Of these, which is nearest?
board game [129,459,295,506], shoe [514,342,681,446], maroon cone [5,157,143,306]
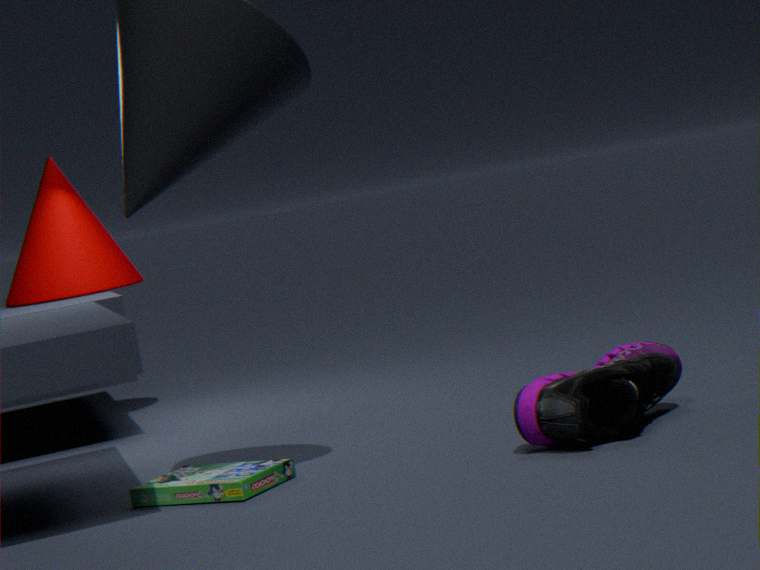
shoe [514,342,681,446]
